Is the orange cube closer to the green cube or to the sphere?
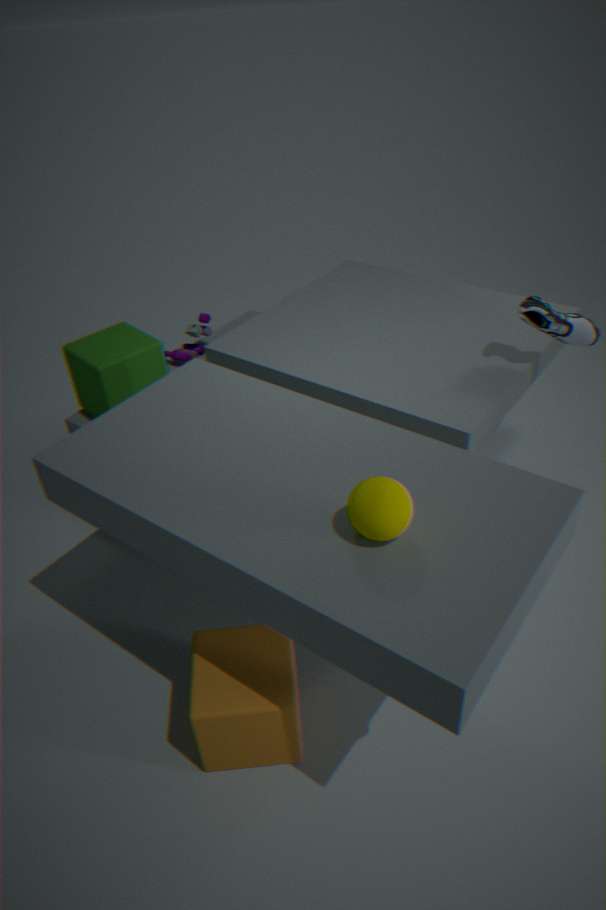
the sphere
